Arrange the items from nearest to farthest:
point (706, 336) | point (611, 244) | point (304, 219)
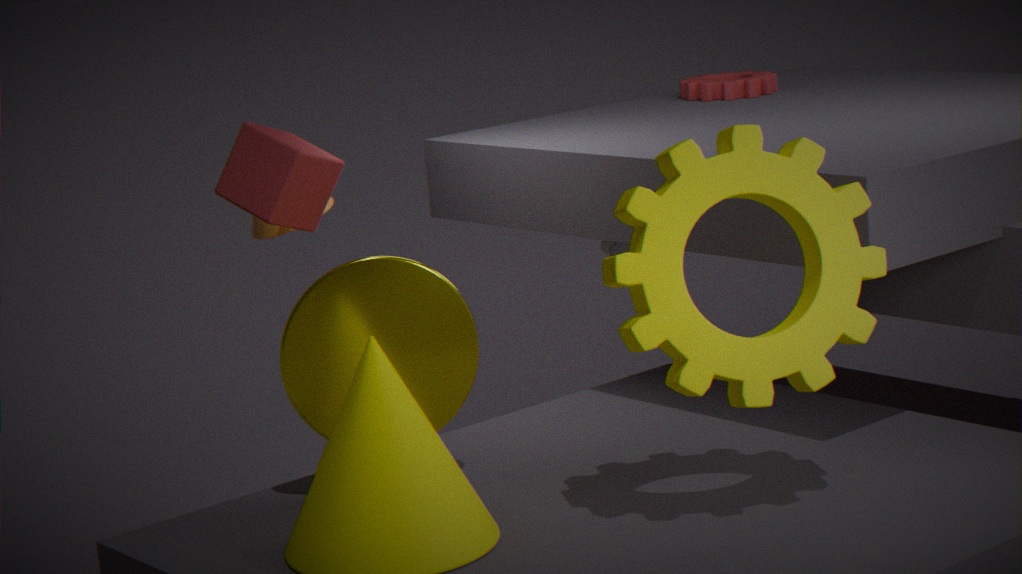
point (706, 336)
point (304, 219)
point (611, 244)
